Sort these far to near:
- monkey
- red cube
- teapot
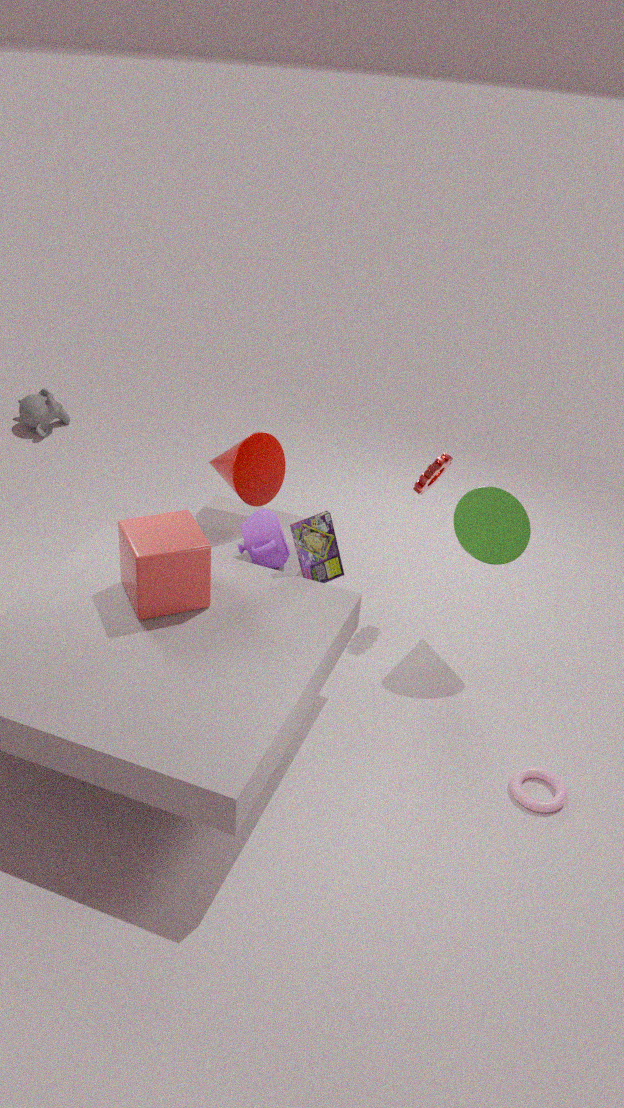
monkey → teapot → red cube
